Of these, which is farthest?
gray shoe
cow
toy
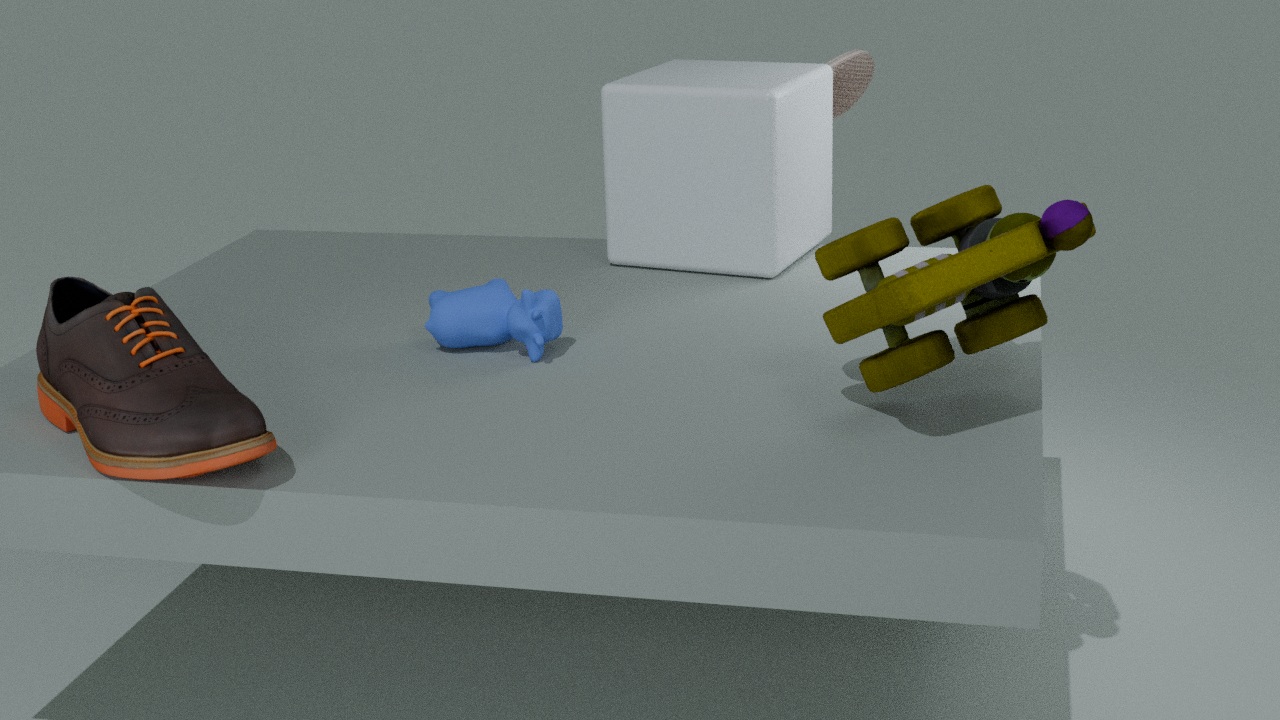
gray shoe
